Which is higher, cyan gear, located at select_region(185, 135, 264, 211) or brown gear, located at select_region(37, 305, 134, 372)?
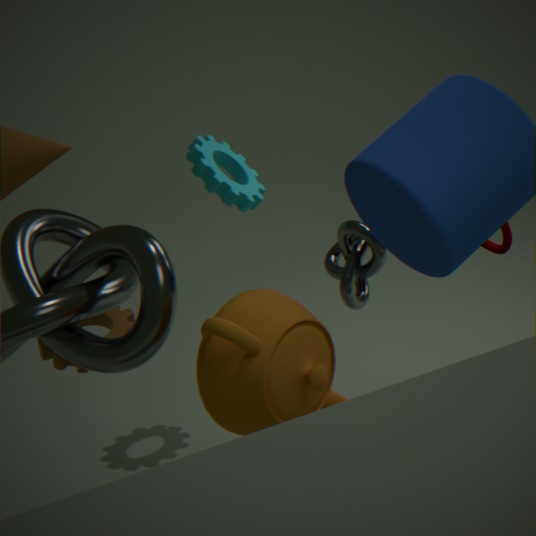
cyan gear, located at select_region(185, 135, 264, 211)
